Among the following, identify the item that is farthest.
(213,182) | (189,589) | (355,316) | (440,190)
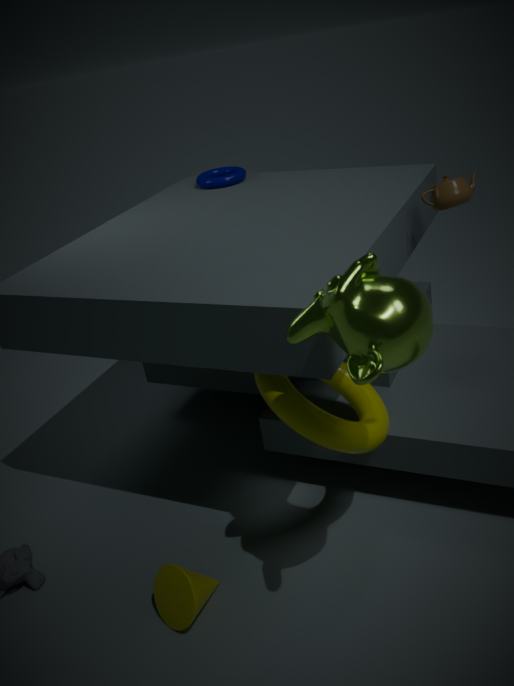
(213,182)
